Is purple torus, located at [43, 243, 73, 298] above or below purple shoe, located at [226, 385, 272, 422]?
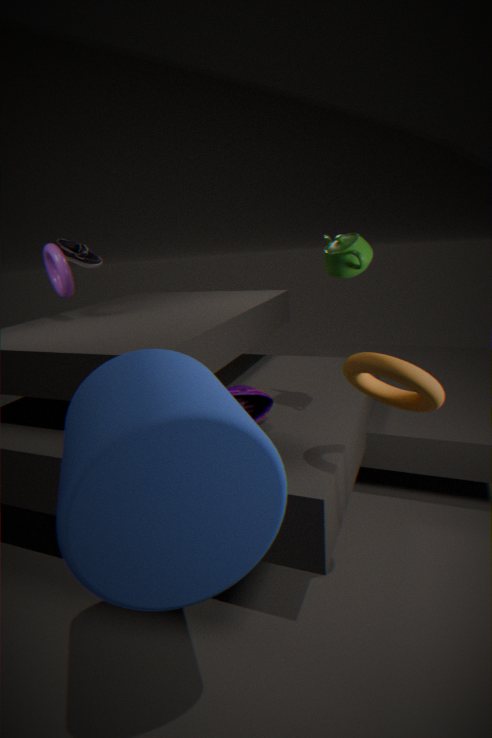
above
